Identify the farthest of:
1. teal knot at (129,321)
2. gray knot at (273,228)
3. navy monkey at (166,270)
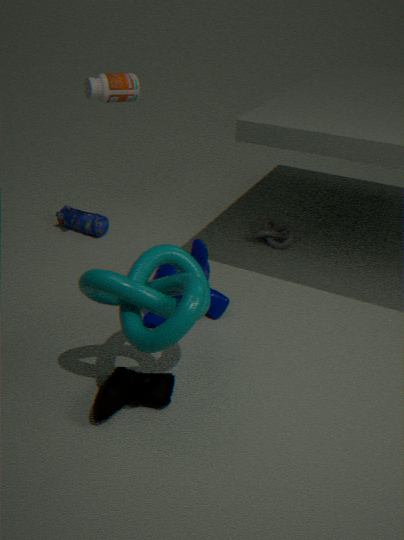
gray knot at (273,228)
